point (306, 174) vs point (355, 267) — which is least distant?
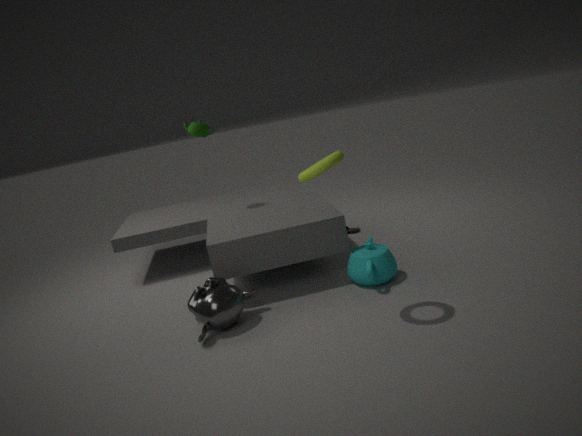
point (306, 174)
